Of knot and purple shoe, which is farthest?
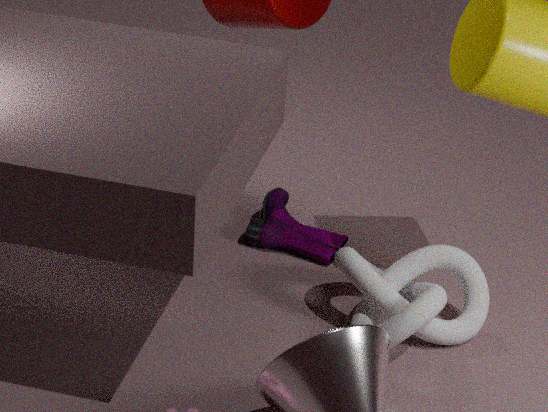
purple shoe
